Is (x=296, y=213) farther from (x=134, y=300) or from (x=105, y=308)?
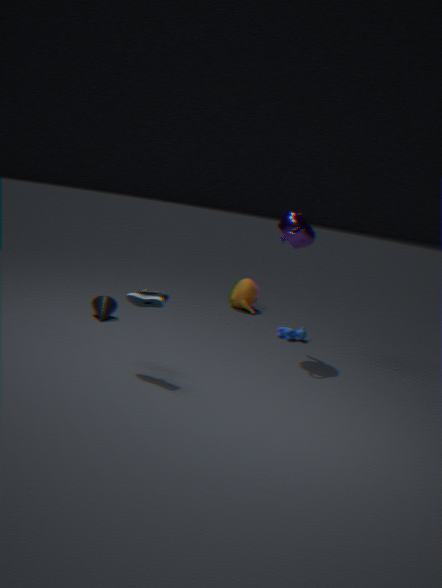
(x=105, y=308)
